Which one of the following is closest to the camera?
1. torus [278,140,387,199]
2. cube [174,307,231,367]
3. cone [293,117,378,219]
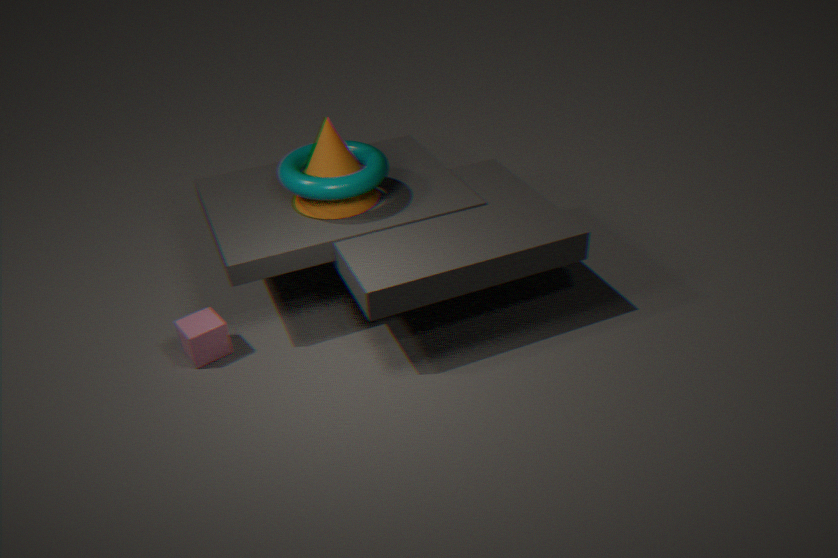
cube [174,307,231,367]
